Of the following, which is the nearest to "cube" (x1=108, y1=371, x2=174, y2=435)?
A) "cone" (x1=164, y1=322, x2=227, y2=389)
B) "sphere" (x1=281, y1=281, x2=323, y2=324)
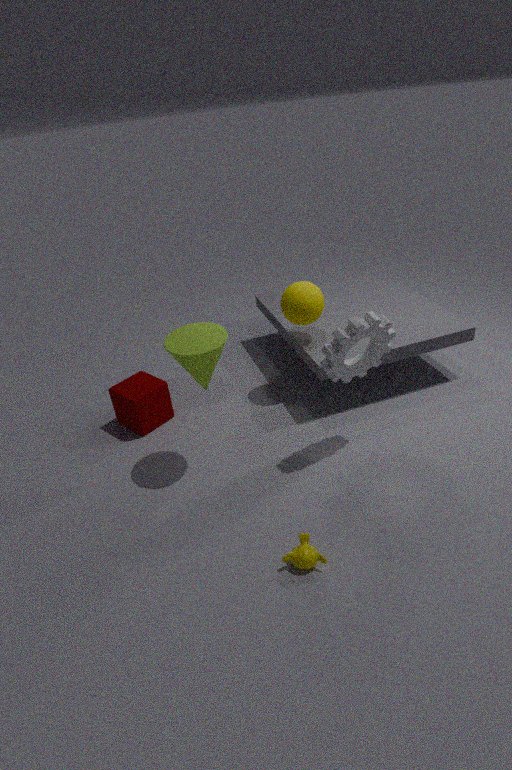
"cone" (x1=164, y1=322, x2=227, y2=389)
